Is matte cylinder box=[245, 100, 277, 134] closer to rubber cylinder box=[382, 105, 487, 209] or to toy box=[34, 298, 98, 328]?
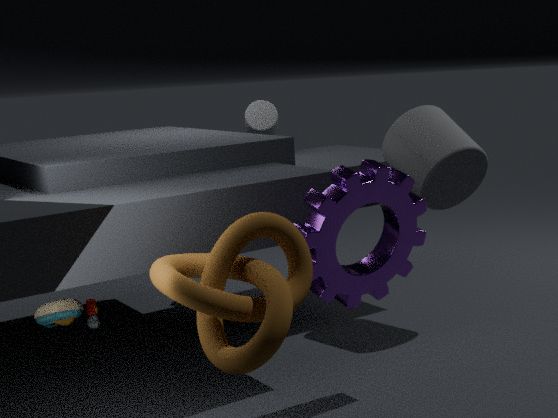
rubber cylinder box=[382, 105, 487, 209]
